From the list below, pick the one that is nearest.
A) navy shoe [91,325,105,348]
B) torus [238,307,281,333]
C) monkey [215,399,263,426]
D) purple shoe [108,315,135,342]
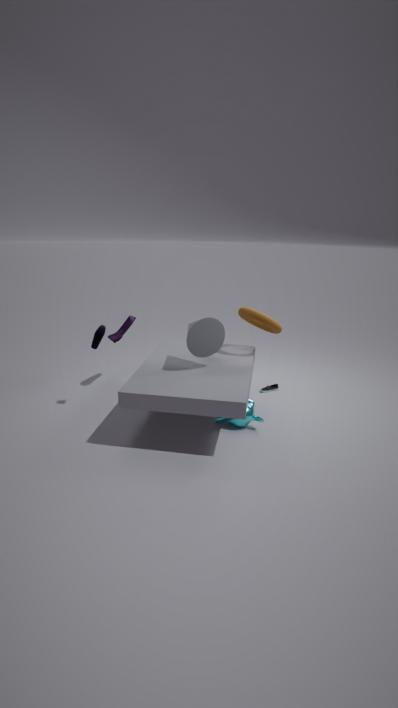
monkey [215,399,263,426]
